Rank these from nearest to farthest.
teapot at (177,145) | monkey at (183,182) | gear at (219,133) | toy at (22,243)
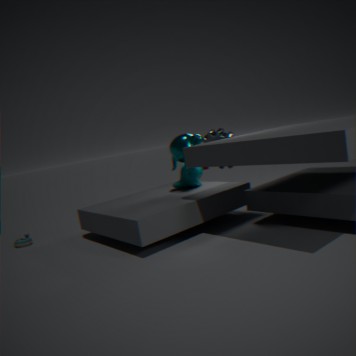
teapot at (177,145) < monkey at (183,182) < toy at (22,243) < gear at (219,133)
